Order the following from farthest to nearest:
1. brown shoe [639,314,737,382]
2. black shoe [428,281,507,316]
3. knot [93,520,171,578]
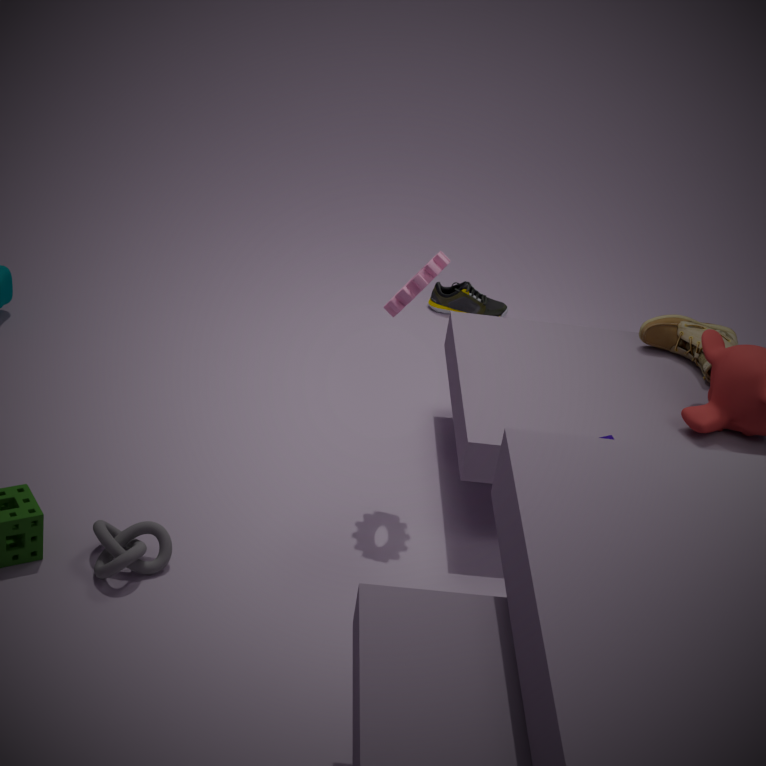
black shoe [428,281,507,316]
brown shoe [639,314,737,382]
knot [93,520,171,578]
